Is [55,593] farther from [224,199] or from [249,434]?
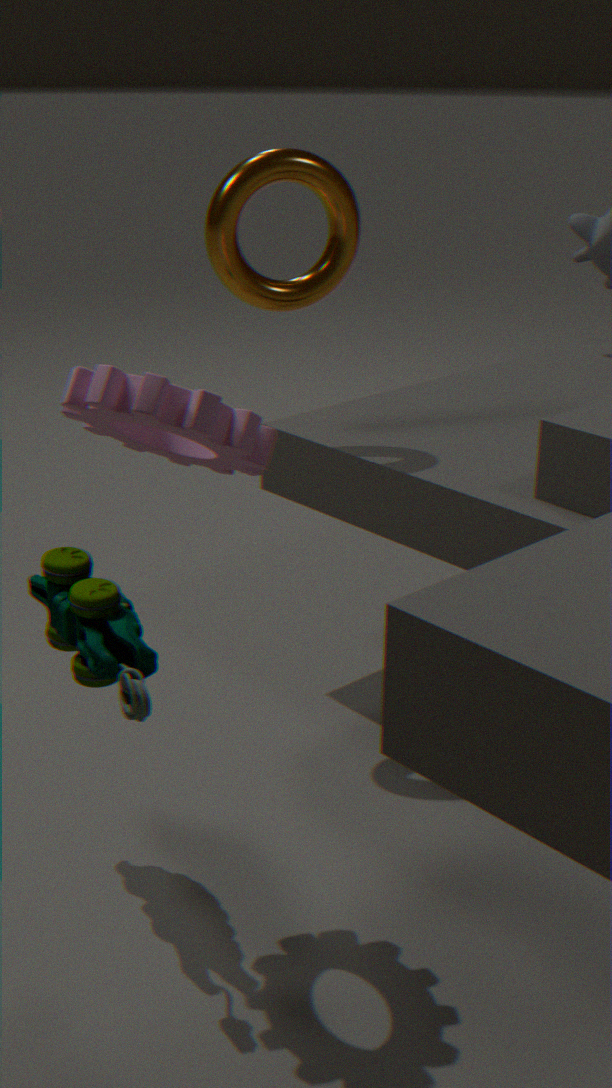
[224,199]
